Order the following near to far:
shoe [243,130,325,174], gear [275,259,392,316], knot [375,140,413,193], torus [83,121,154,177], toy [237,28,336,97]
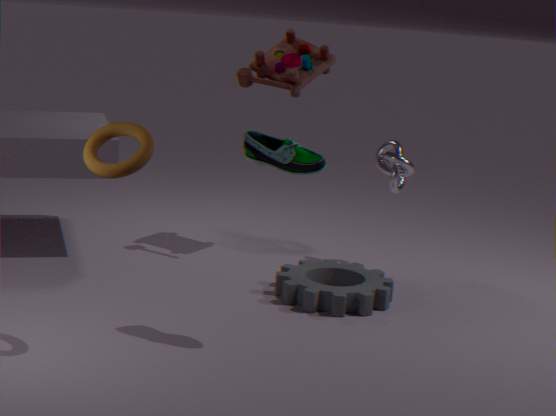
torus [83,121,154,177] → shoe [243,130,325,174] → gear [275,259,392,316] → knot [375,140,413,193] → toy [237,28,336,97]
